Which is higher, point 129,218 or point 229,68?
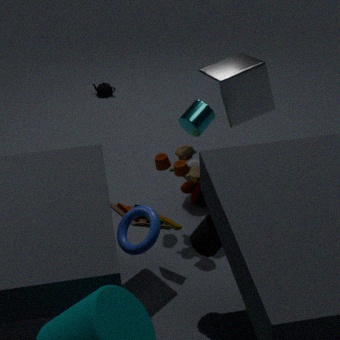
point 229,68
